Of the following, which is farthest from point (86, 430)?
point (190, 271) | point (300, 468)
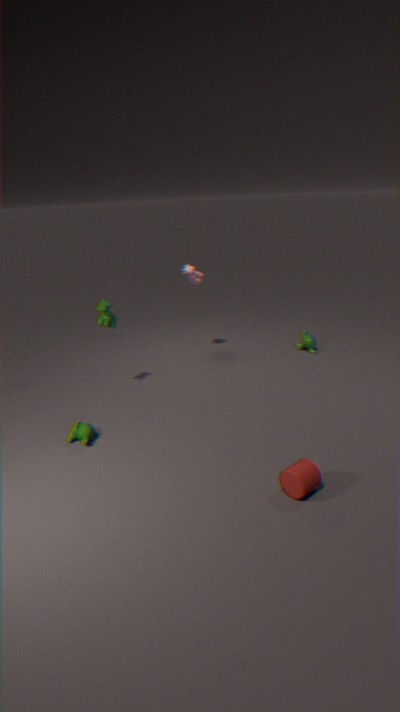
point (190, 271)
